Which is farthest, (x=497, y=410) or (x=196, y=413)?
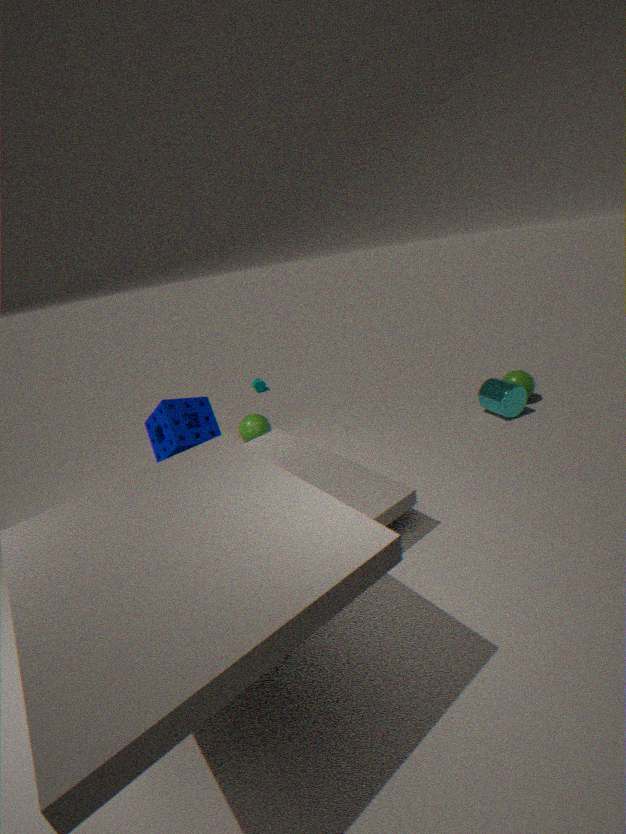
(x=497, y=410)
